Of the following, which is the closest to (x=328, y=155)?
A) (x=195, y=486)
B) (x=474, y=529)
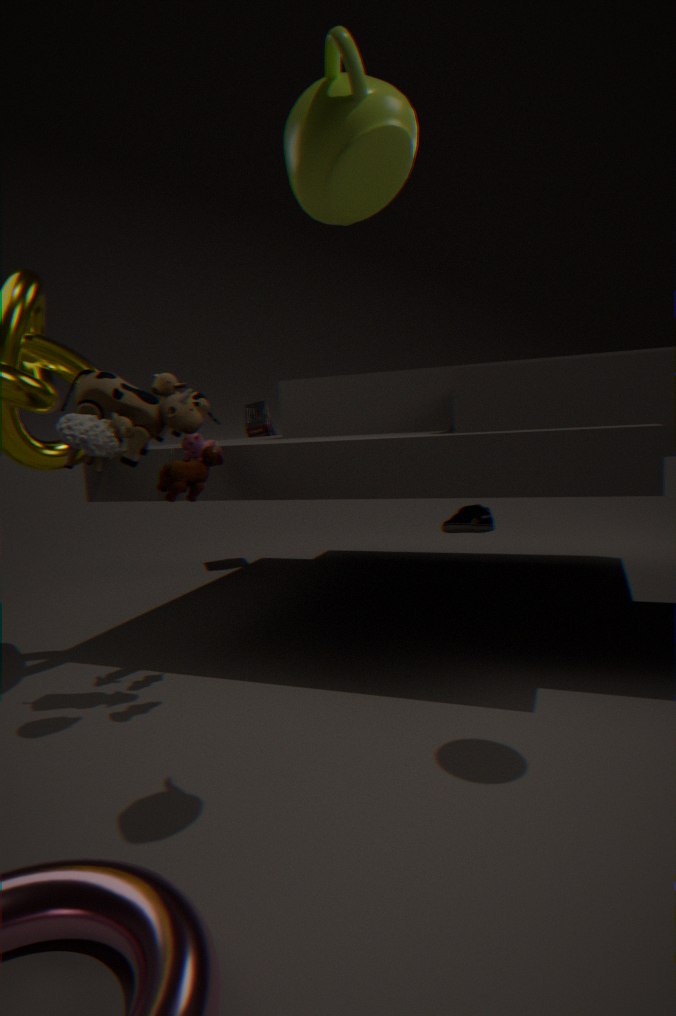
(x=195, y=486)
